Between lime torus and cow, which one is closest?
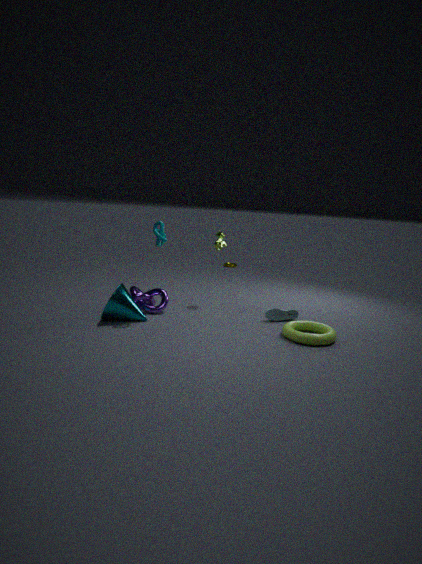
lime torus
